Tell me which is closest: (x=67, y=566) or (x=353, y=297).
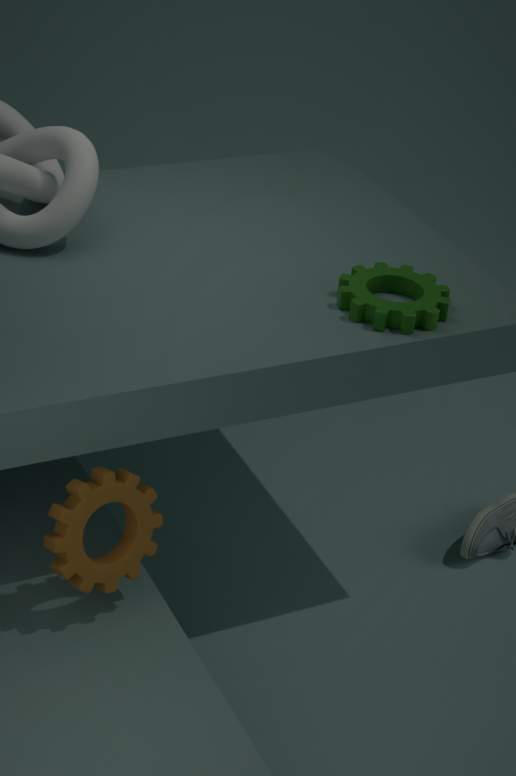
(x=67, y=566)
